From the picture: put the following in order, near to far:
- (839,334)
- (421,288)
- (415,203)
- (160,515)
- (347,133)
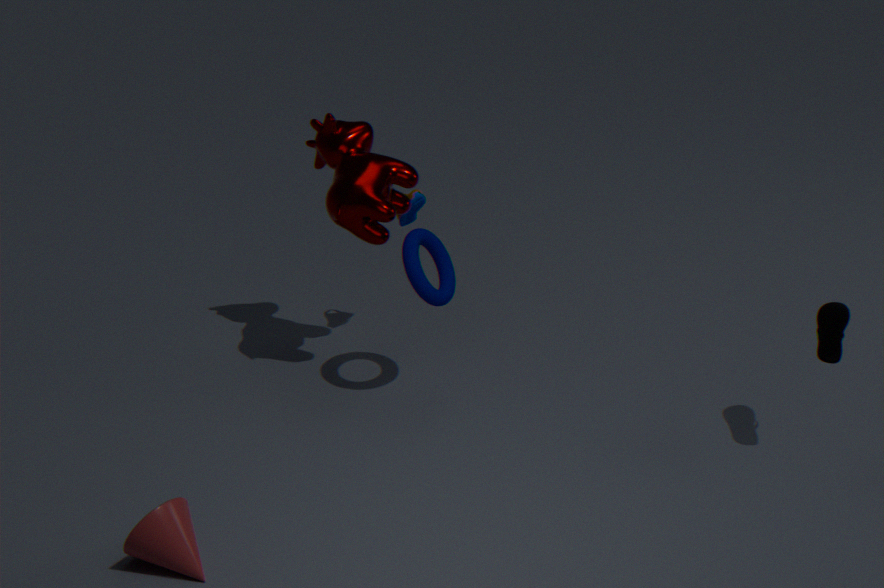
(160,515), (839,334), (421,288), (347,133), (415,203)
